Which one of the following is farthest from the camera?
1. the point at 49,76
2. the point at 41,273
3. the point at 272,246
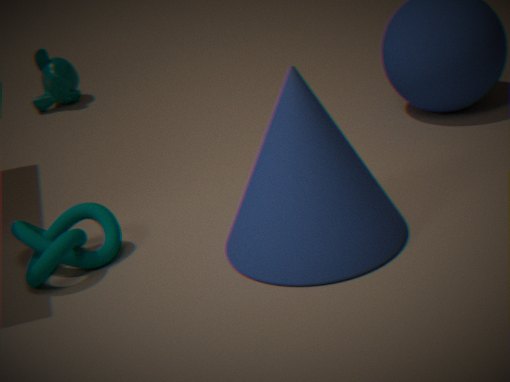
the point at 49,76
